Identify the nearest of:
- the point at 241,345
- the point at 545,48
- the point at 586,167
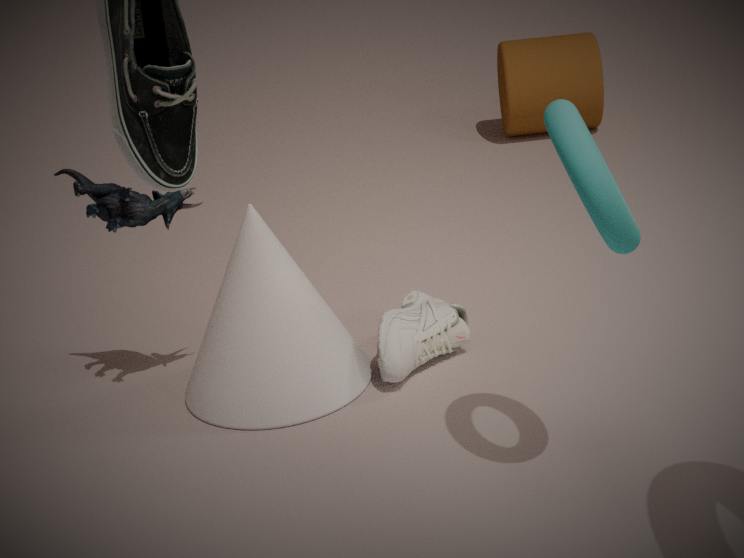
the point at 586,167
